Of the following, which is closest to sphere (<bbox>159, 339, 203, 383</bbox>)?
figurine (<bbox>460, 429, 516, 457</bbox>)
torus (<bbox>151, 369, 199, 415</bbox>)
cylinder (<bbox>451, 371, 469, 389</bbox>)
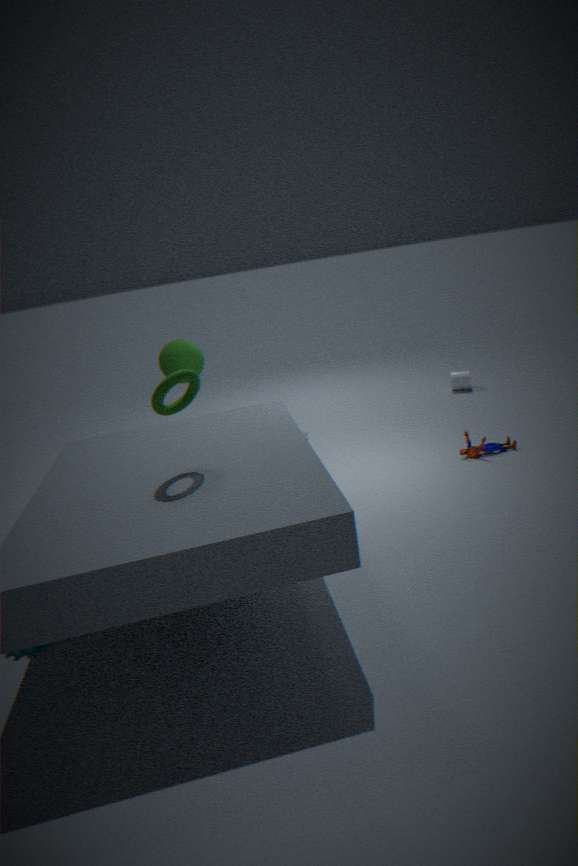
torus (<bbox>151, 369, 199, 415</bbox>)
